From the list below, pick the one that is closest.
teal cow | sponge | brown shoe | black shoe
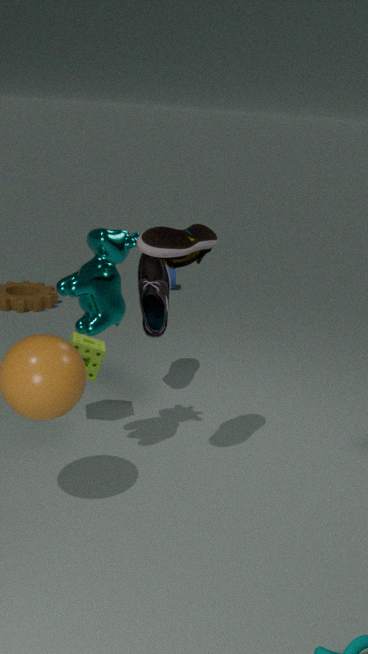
brown shoe
